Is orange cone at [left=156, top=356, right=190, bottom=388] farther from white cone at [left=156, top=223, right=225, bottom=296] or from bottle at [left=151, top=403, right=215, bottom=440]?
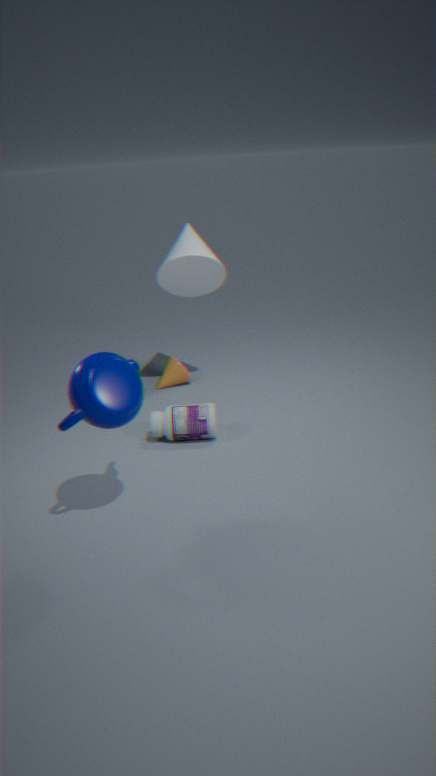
bottle at [left=151, top=403, right=215, bottom=440]
